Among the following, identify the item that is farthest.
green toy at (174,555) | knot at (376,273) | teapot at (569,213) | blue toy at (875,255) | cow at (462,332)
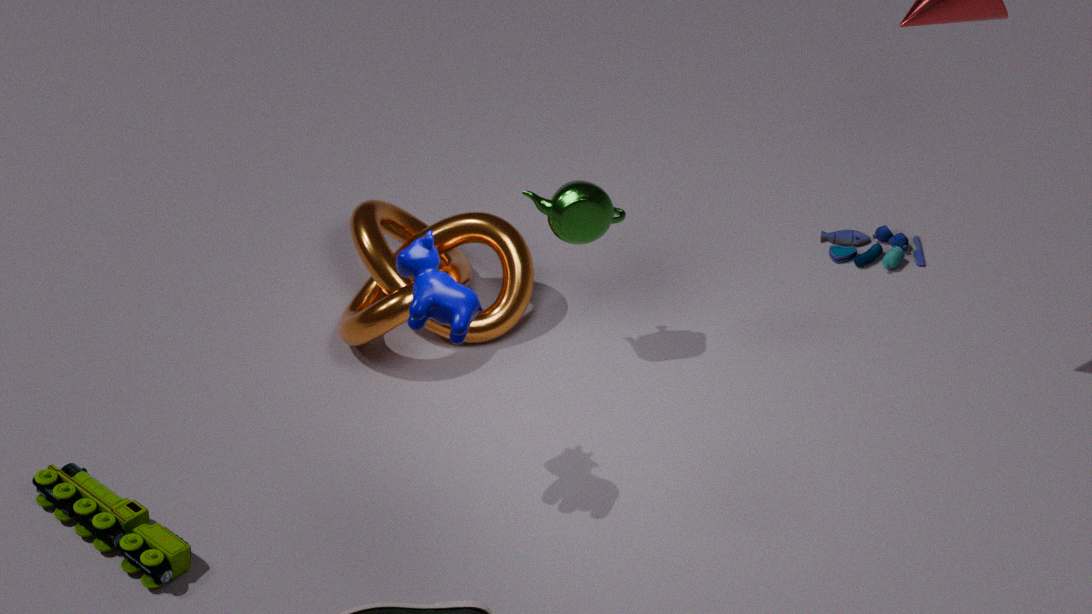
blue toy at (875,255)
